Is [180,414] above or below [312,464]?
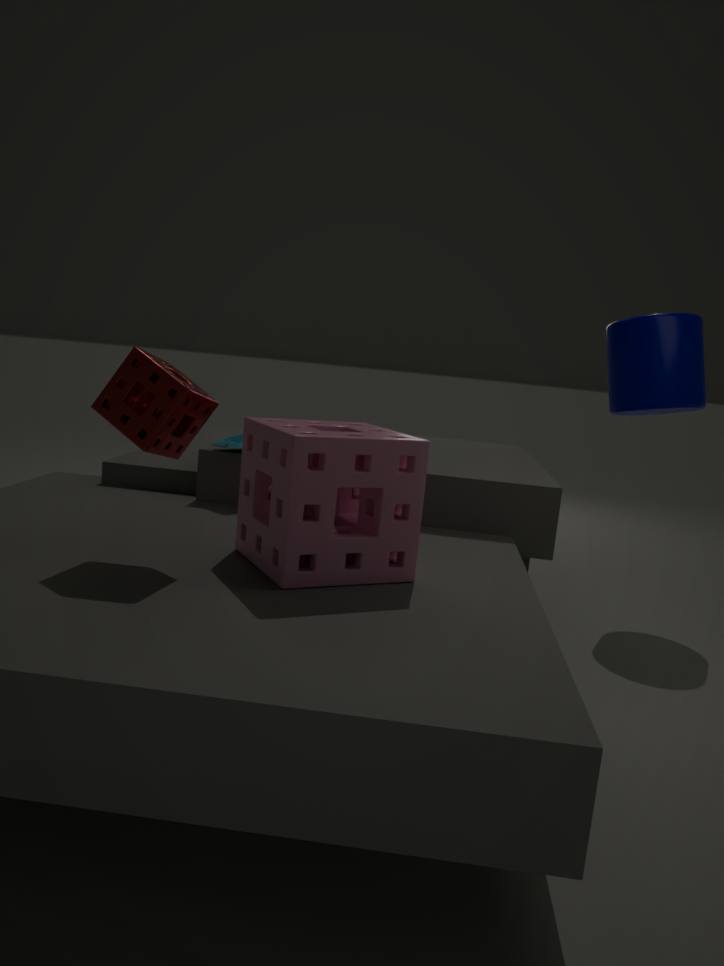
above
